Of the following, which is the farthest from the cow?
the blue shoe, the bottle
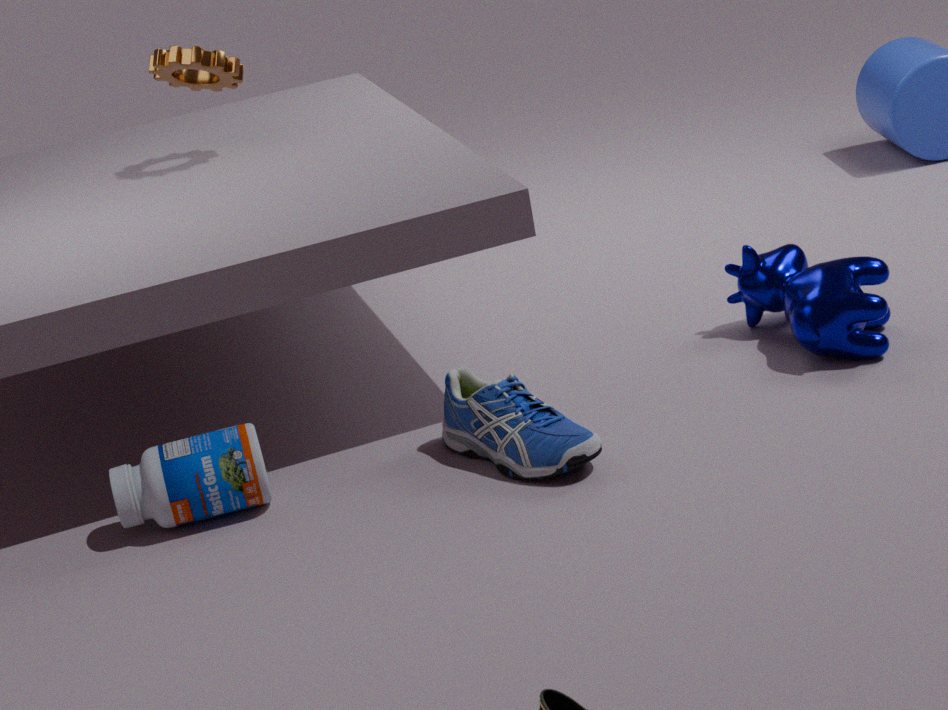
the bottle
